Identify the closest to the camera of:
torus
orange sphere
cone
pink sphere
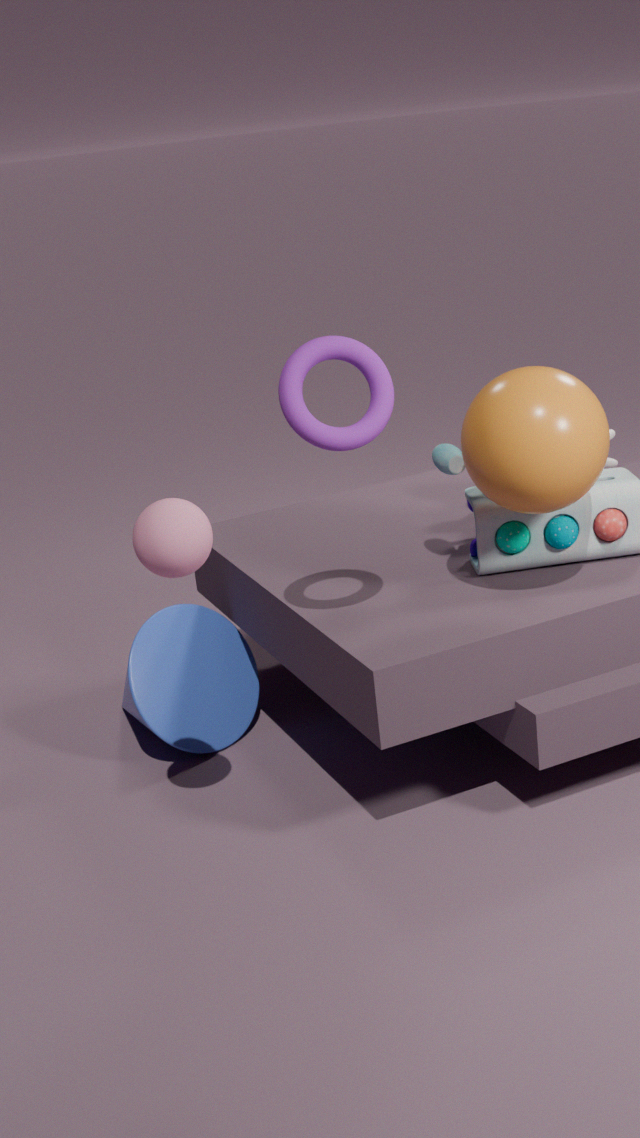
pink sphere
